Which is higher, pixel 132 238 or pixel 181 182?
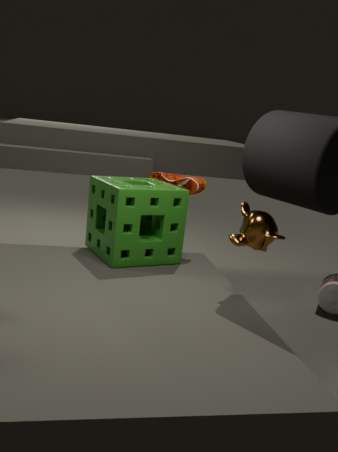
pixel 181 182
